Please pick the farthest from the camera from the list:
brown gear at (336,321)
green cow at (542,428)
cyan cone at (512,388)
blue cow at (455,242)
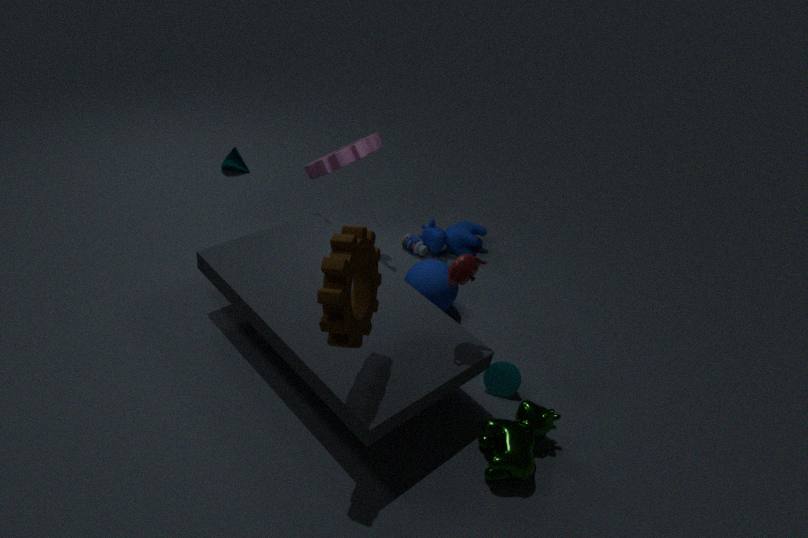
blue cow at (455,242)
